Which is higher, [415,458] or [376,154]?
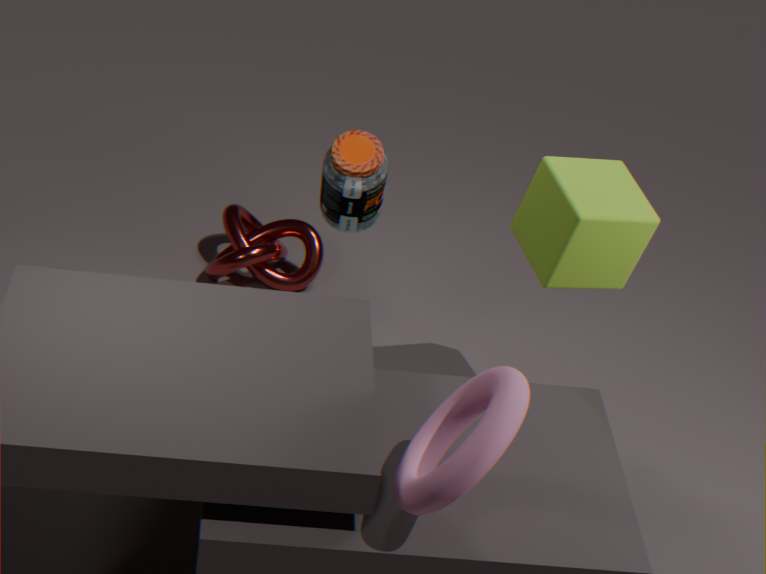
[376,154]
